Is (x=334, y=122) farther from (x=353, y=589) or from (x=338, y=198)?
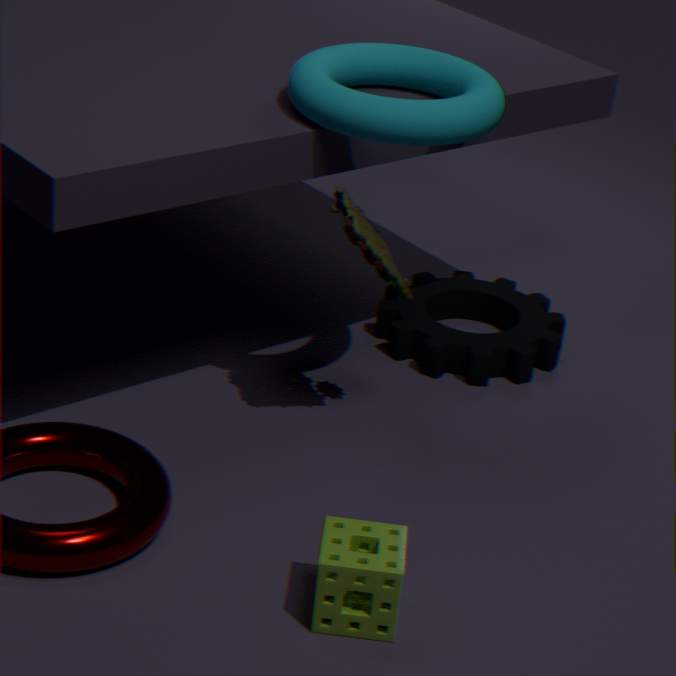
(x=353, y=589)
